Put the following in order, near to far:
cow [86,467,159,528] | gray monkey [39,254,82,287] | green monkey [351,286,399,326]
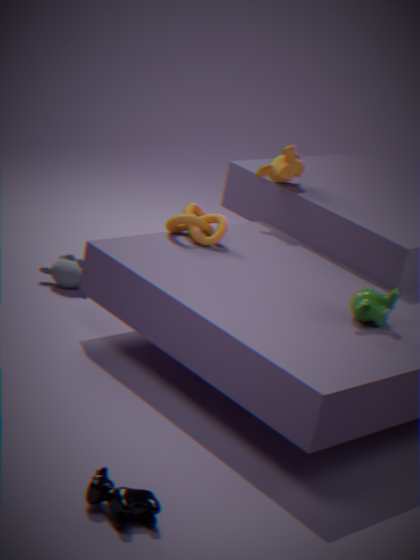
cow [86,467,159,528], green monkey [351,286,399,326], gray monkey [39,254,82,287]
